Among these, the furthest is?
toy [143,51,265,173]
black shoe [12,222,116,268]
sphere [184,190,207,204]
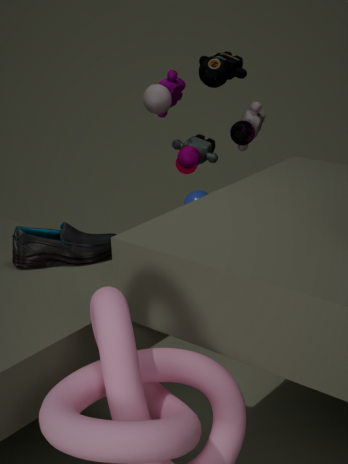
sphere [184,190,207,204]
